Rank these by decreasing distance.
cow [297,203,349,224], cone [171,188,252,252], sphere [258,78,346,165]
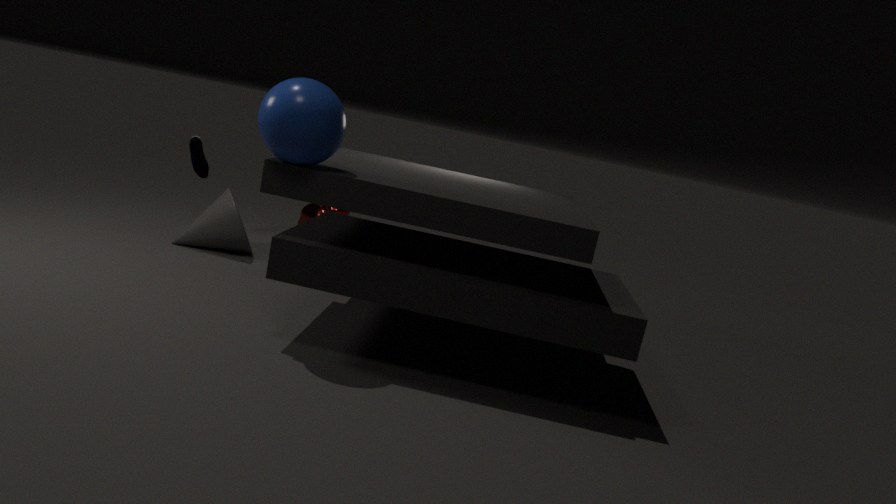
cow [297,203,349,224] → cone [171,188,252,252] → sphere [258,78,346,165]
